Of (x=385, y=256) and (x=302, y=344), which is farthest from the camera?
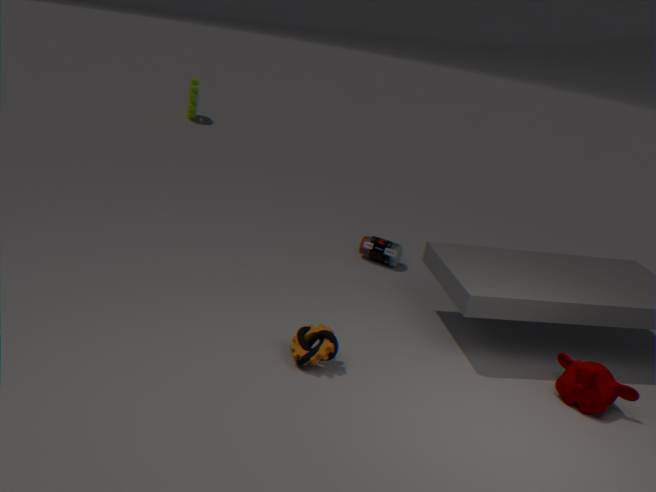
(x=385, y=256)
